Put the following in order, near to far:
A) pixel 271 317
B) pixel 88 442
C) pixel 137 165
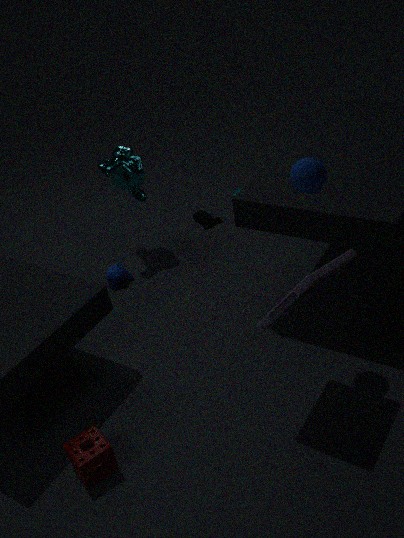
pixel 271 317
pixel 88 442
pixel 137 165
